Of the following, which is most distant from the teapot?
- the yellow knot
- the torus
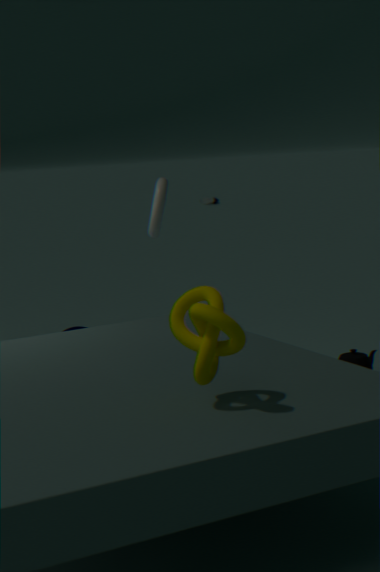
the yellow knot
